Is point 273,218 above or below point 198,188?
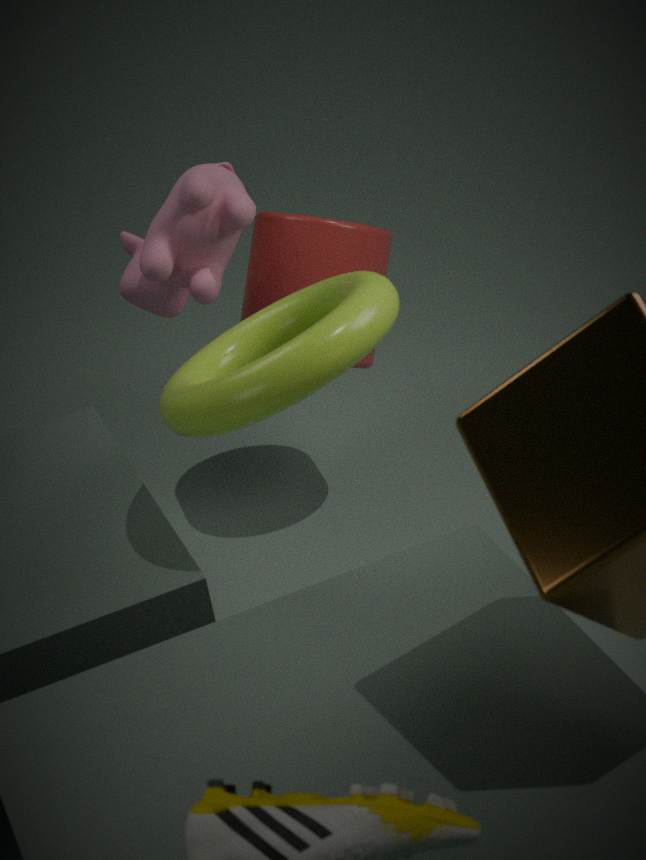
below
